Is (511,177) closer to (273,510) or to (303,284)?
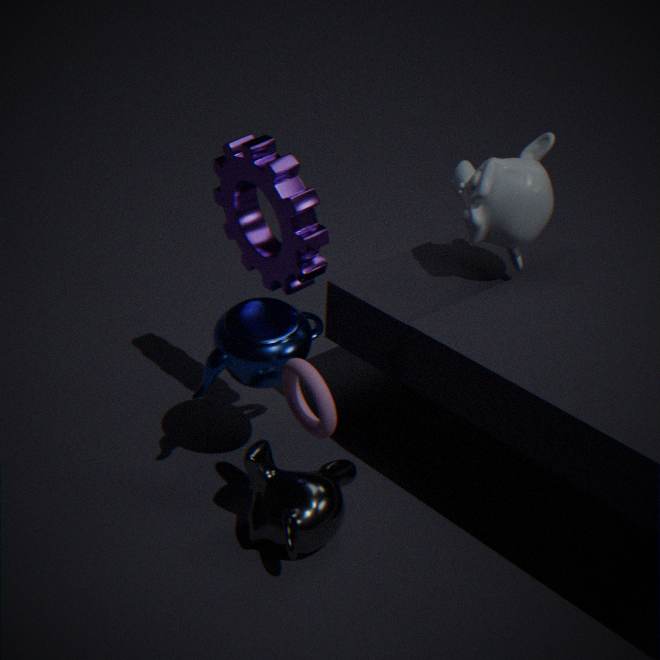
(303,284)
